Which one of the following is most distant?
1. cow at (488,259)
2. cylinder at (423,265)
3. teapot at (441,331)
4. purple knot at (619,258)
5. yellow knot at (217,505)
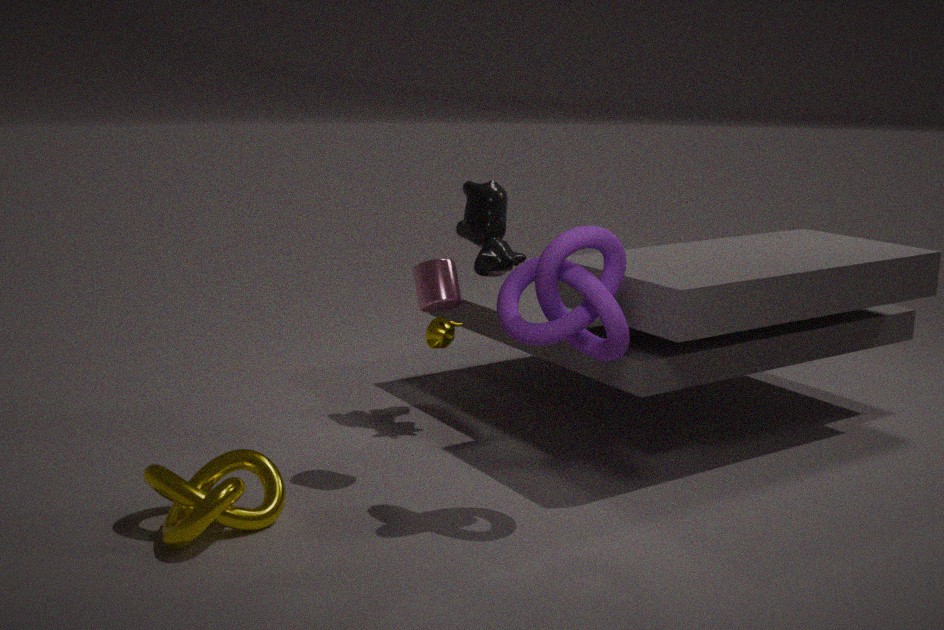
teapot at (441,331)
